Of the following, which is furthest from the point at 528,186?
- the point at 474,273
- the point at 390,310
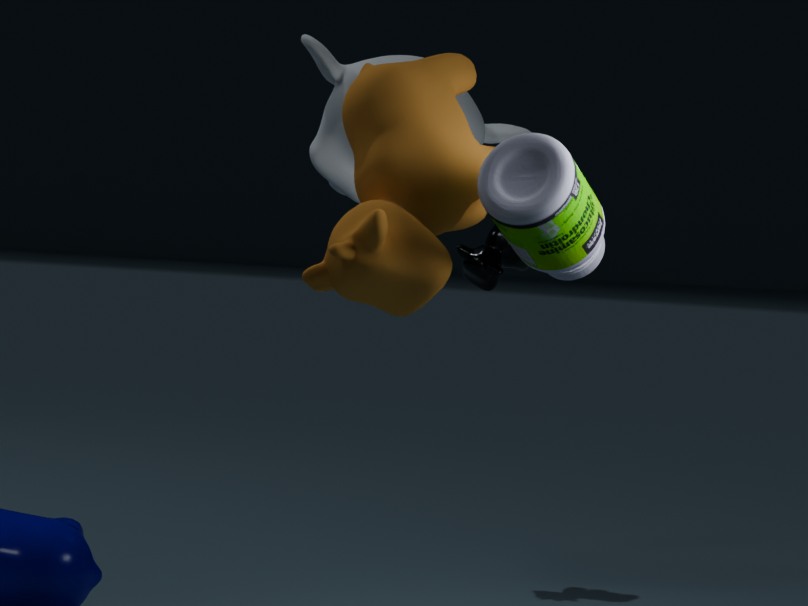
the point at 474,273
